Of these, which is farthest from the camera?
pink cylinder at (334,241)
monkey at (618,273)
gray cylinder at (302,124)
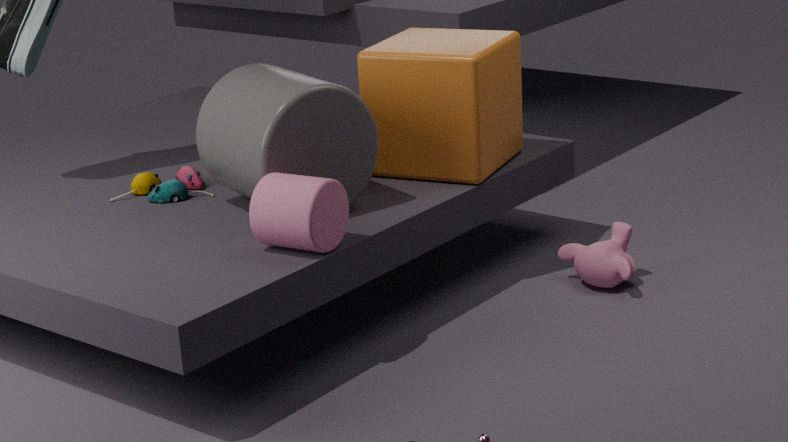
monkey at (618,273)
